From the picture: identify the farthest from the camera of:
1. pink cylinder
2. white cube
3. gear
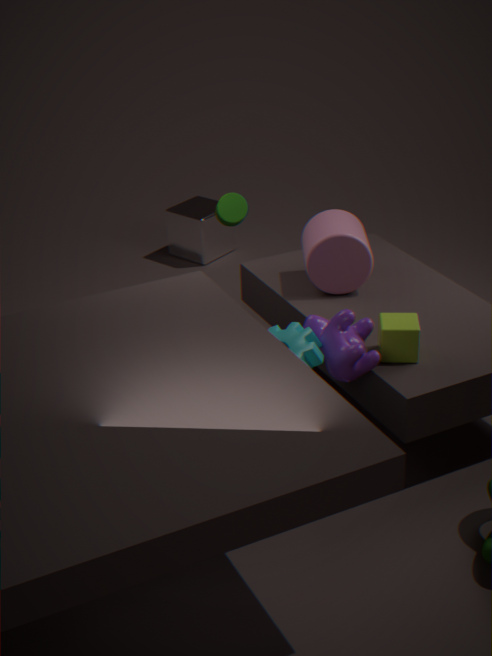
white cube
